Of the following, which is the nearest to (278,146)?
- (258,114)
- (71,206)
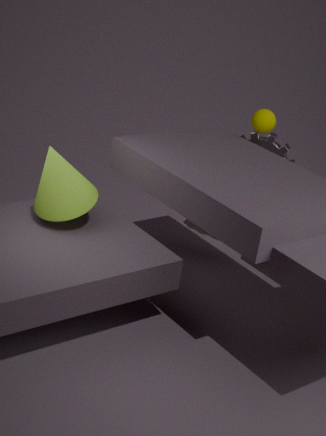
(258,114)
